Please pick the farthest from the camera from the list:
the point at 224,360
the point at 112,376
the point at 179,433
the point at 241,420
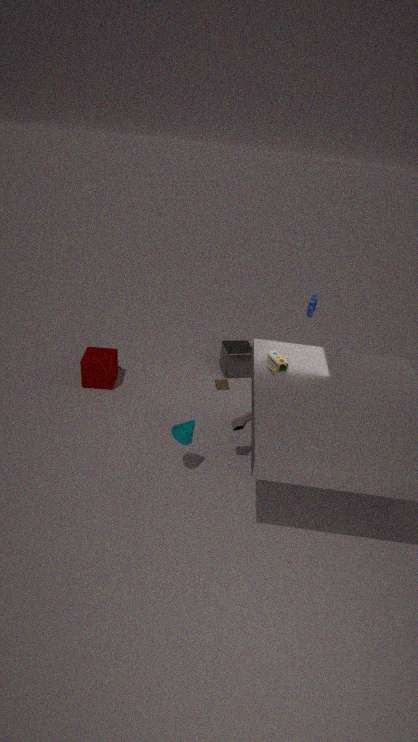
the point at 224,360
